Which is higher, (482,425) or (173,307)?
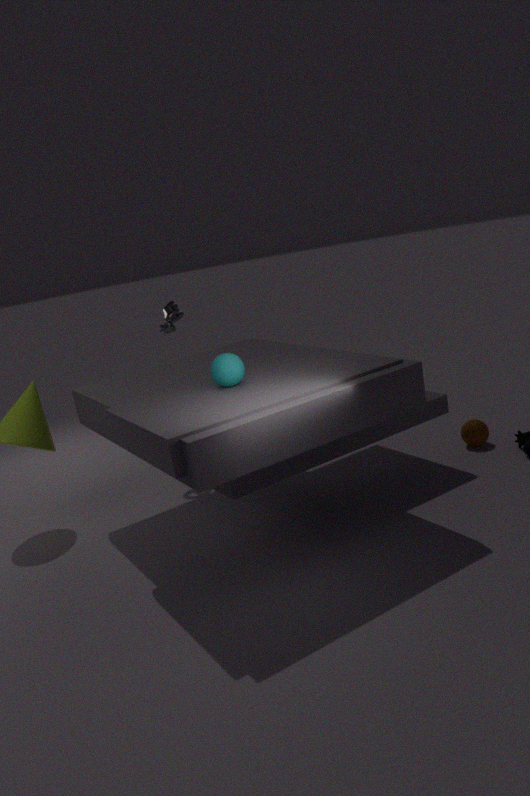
(173,307)
